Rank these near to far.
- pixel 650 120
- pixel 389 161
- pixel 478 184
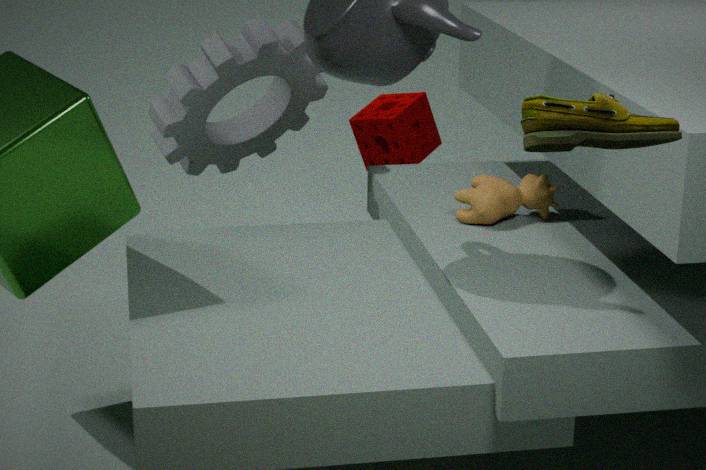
pixel 650 120 → pixel 478 184 → pixel 389 161
